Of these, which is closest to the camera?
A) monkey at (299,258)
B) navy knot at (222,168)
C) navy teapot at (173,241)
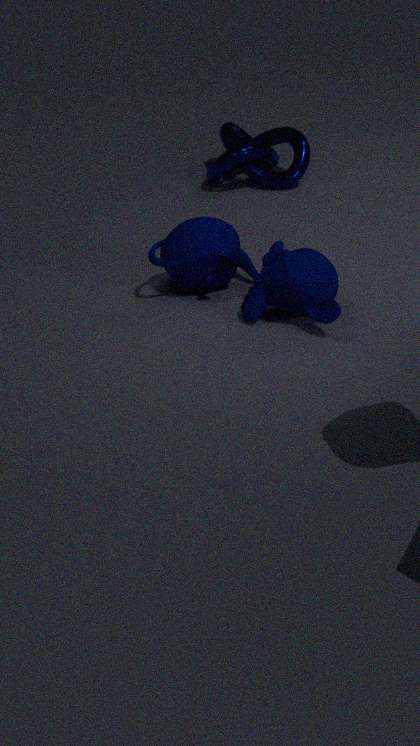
monkey at (299,258)
